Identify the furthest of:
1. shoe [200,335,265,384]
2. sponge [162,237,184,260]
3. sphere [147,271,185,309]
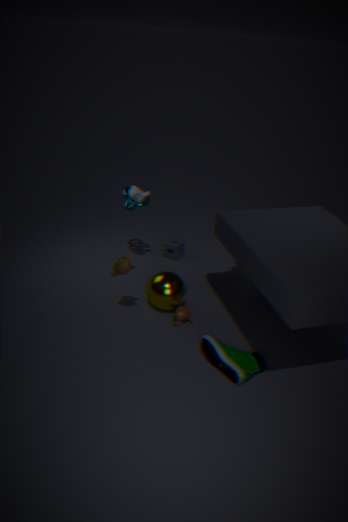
sponge [162,237,184,260]
